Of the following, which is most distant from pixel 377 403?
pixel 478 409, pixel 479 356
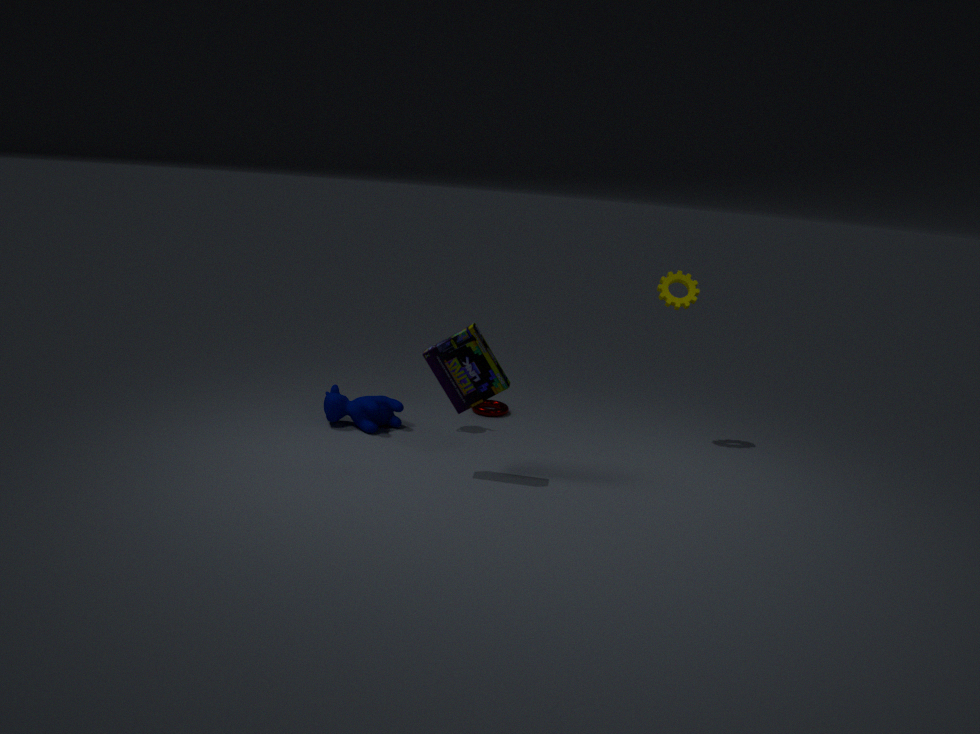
pixel 479 356
